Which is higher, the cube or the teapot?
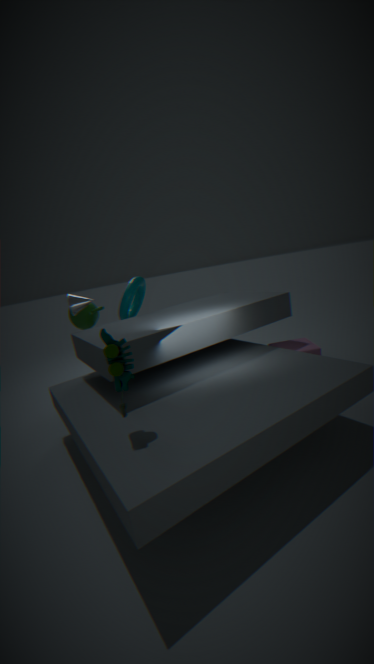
the teapot
